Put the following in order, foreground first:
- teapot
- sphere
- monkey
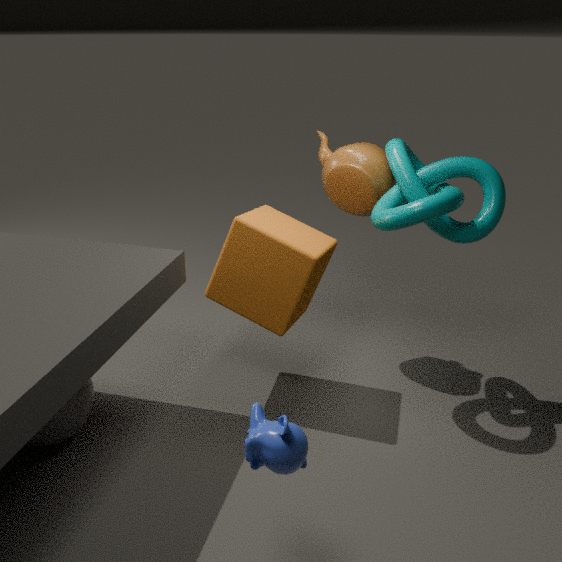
1. monkey
2. sphere
3. teapot
